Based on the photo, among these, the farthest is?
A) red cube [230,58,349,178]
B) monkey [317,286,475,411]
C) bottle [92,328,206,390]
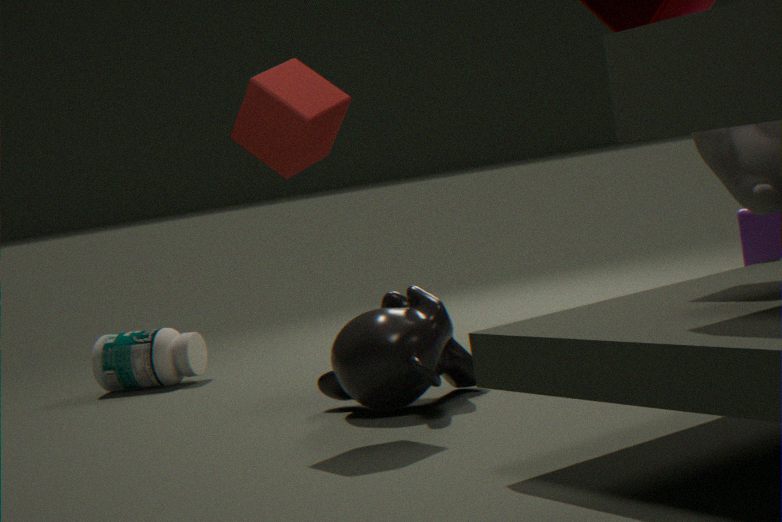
bottle [92,328,206,390]
